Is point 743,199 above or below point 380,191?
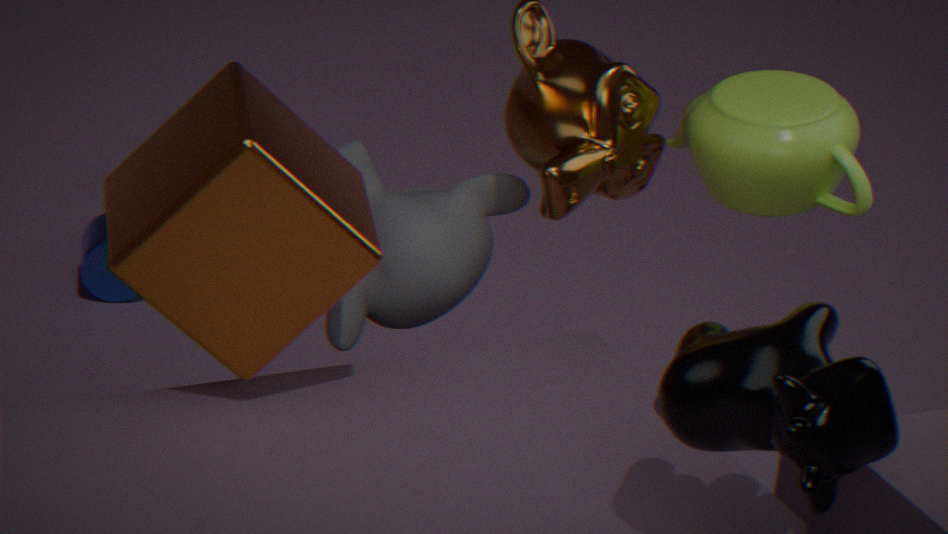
above
